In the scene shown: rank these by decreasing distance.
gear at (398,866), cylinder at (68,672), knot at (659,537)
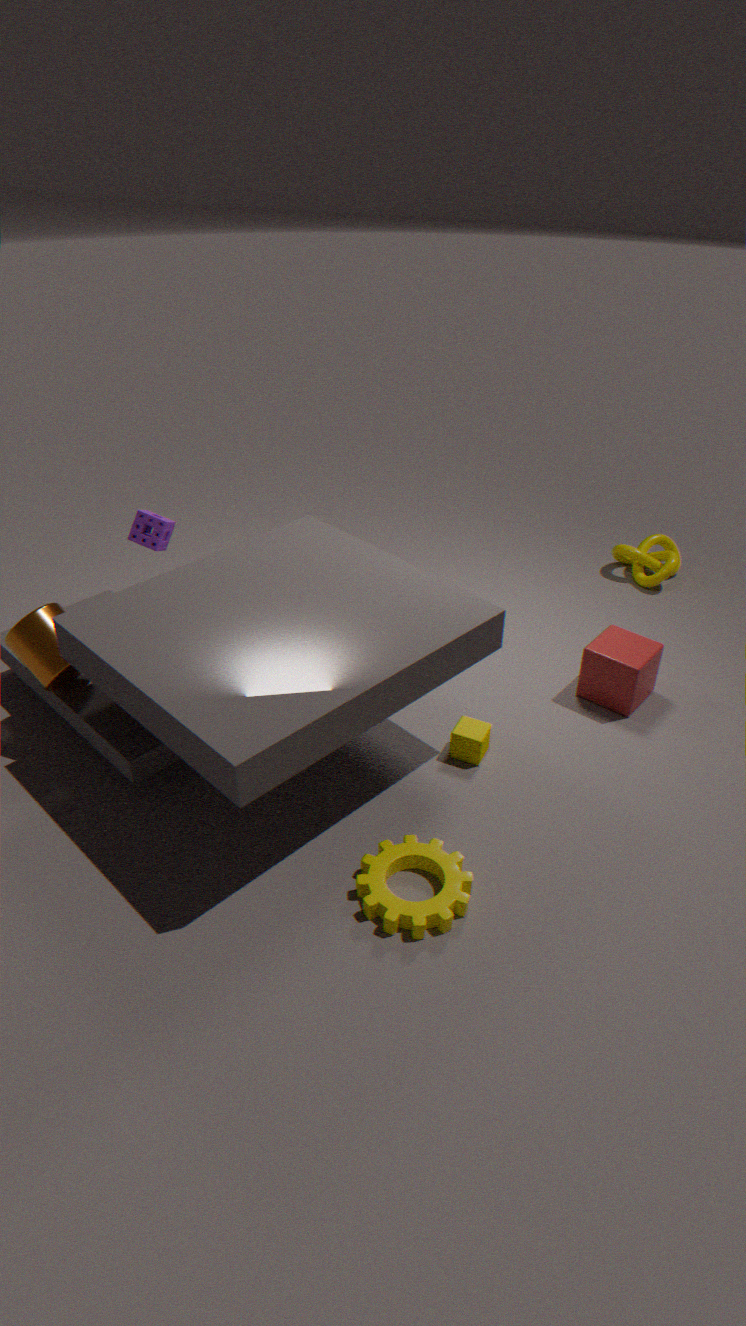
knot at (659,537)
cylinder at (68,672)
gear at (398,866)
